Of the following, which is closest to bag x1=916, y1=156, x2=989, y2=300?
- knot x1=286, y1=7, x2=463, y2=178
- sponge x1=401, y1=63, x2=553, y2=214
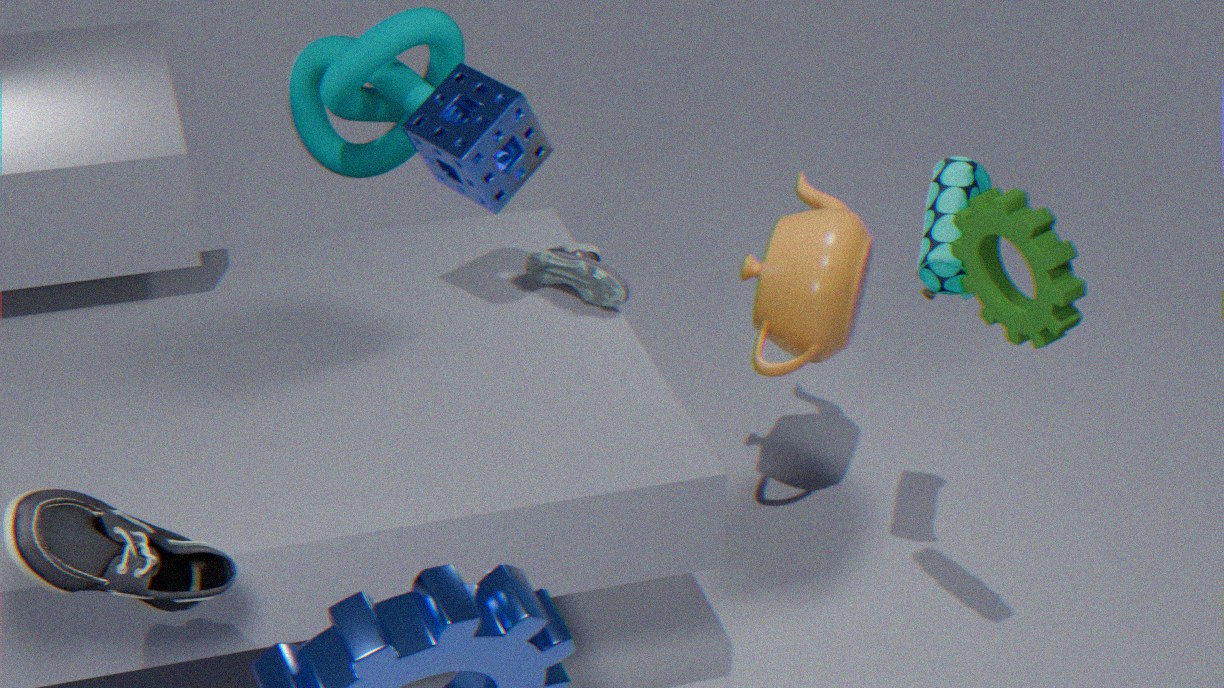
sponge x1=401, y1=63, x2=553, y2=214
